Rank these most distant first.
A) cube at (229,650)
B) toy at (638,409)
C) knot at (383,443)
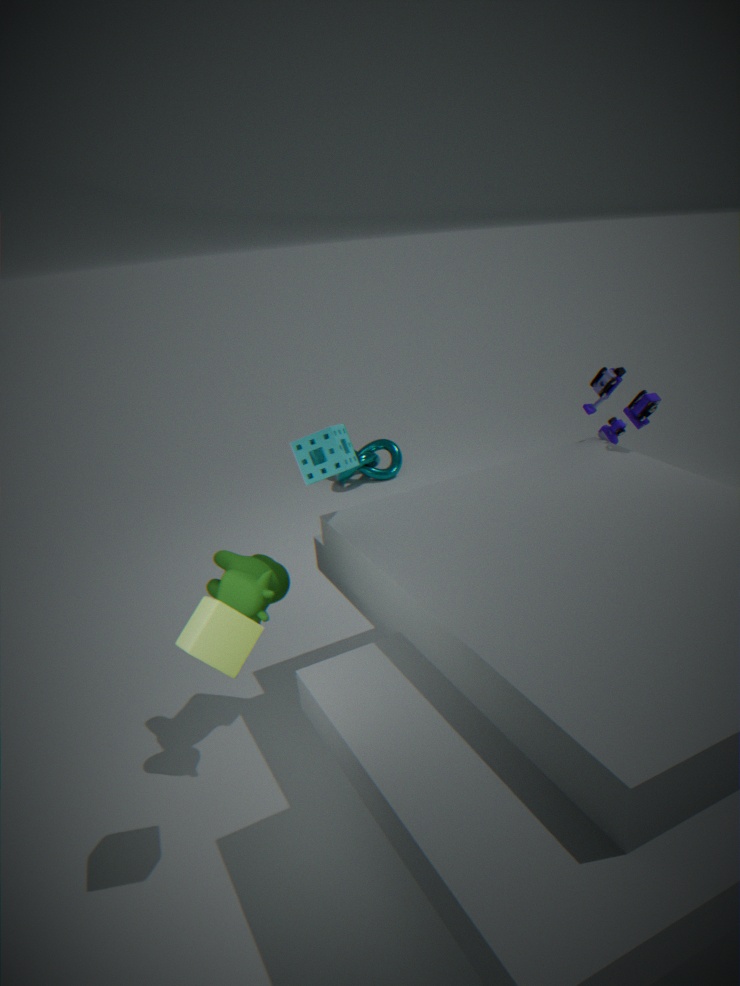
knot at (383,443)
toy at (638,409)
cube at (229,650)
